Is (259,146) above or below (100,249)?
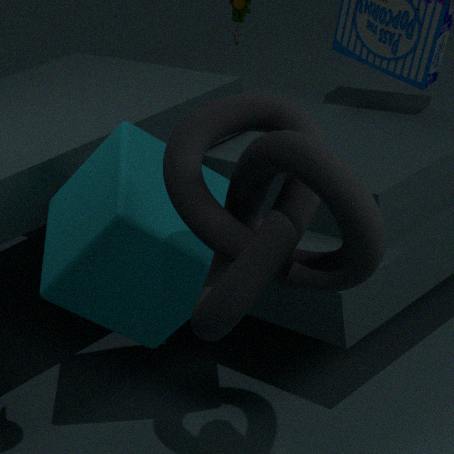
above
